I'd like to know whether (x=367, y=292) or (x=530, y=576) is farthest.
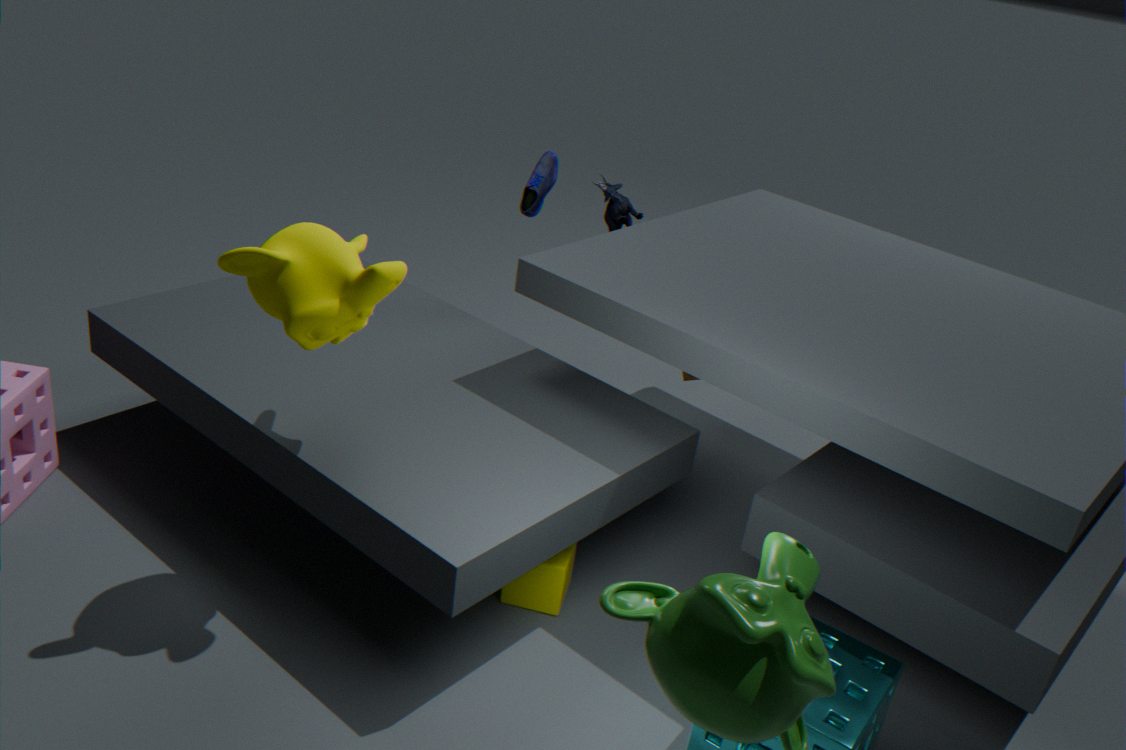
(x=530, y=576)
